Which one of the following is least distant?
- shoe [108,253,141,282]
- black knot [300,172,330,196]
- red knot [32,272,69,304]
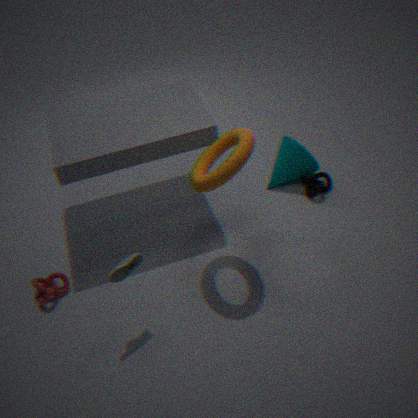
shoe [108,253,141,282]
